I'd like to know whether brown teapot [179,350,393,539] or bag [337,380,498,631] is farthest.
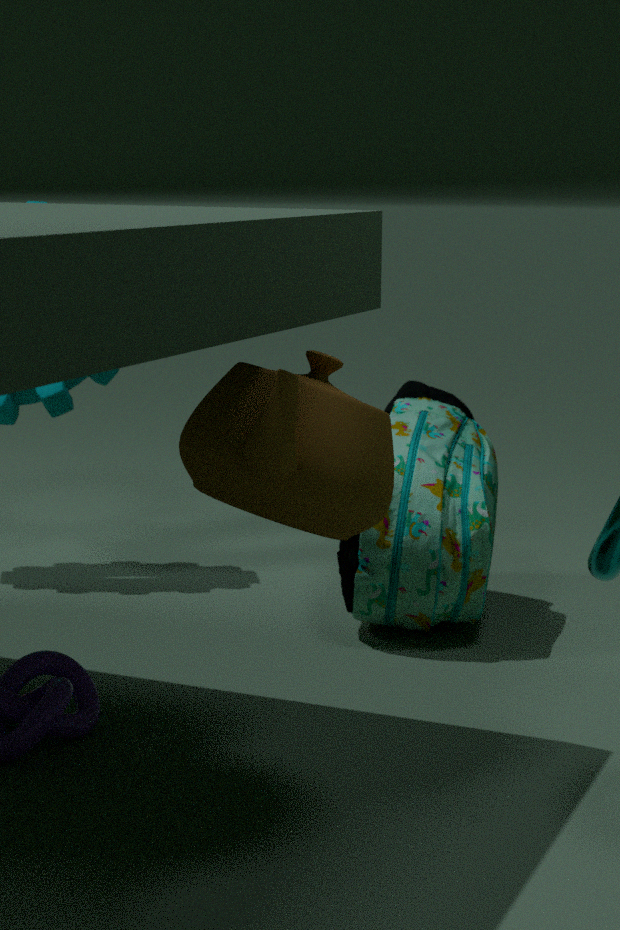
bag [337,380,498,631]
